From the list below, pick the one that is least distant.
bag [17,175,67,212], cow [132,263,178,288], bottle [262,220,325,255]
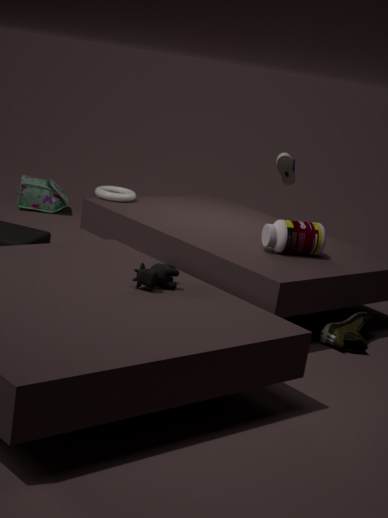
cow [132,263,178,288]
